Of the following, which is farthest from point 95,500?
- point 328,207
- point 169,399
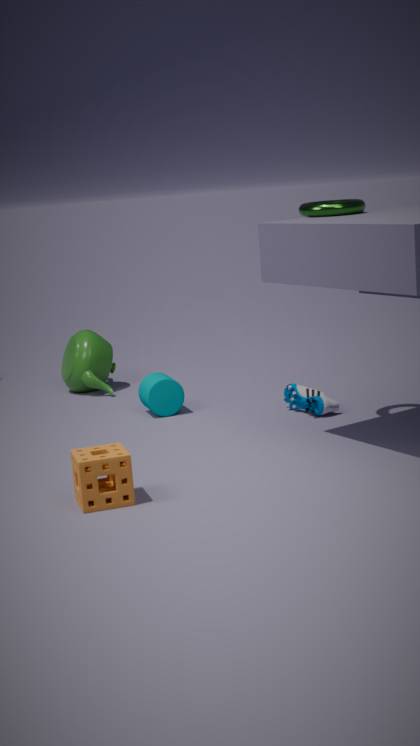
point 328,207
